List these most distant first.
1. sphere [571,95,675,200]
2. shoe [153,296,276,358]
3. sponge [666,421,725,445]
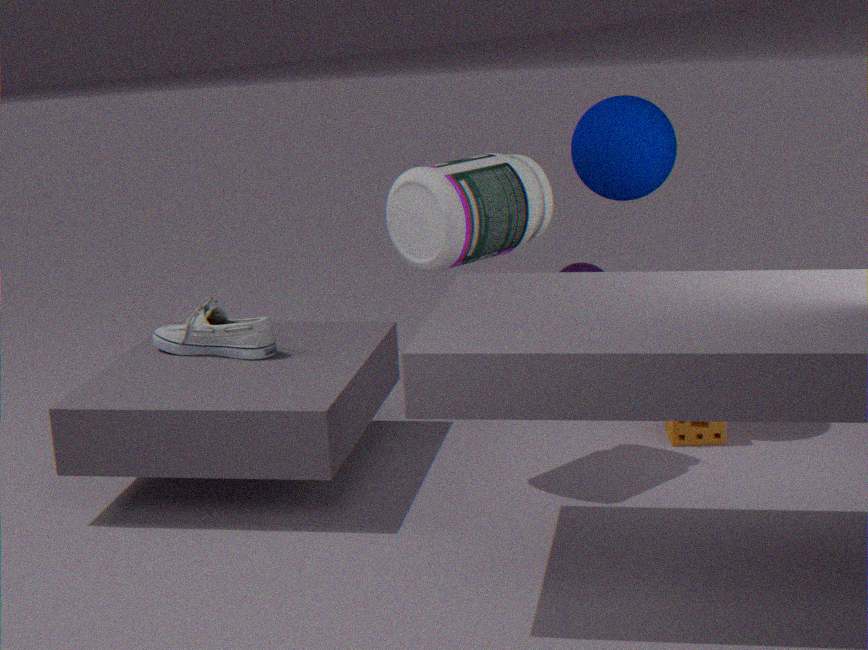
sponge [666,421,725,445], shoe [153,296,276,358], sphere [571,95,675,200]
